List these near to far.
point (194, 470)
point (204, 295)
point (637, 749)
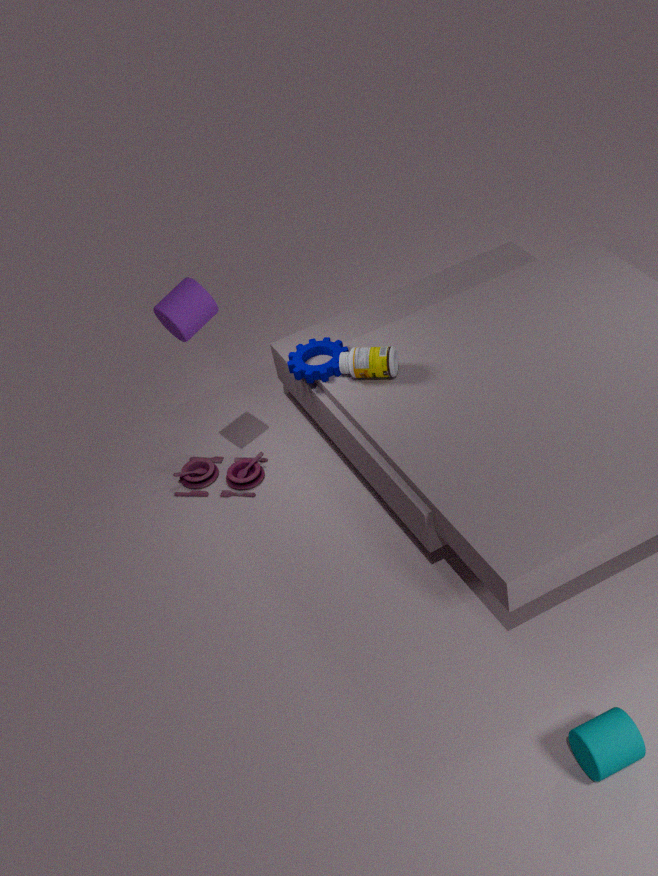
1. point (637, 749)
2. point (204, 295)
3. point (194, 470)
